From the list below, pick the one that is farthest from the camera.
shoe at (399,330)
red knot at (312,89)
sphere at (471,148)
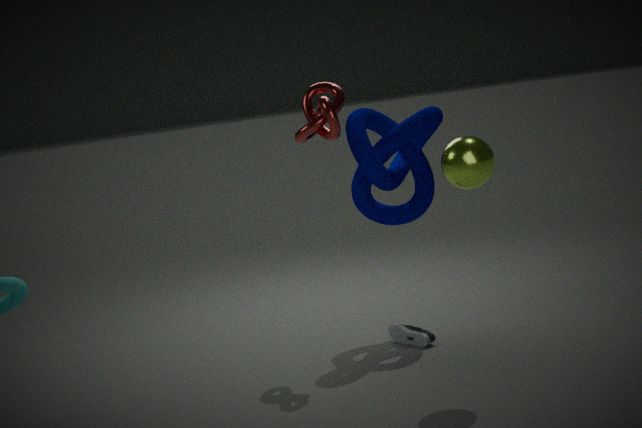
shoe at (399,330)
